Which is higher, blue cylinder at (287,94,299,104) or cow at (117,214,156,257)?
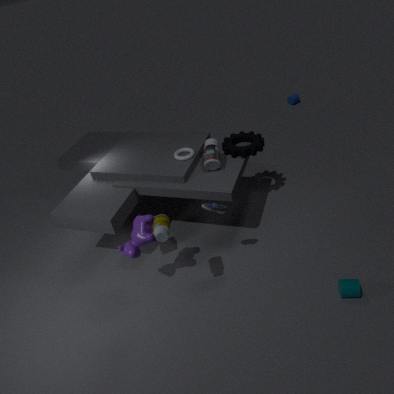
cow at (117,214,156,257)
